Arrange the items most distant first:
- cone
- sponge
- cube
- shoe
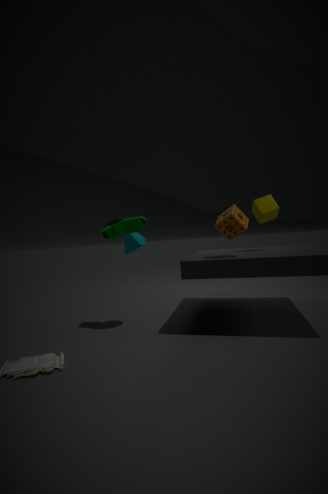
1. cube
2. cone
3. shoe
4. sponge
